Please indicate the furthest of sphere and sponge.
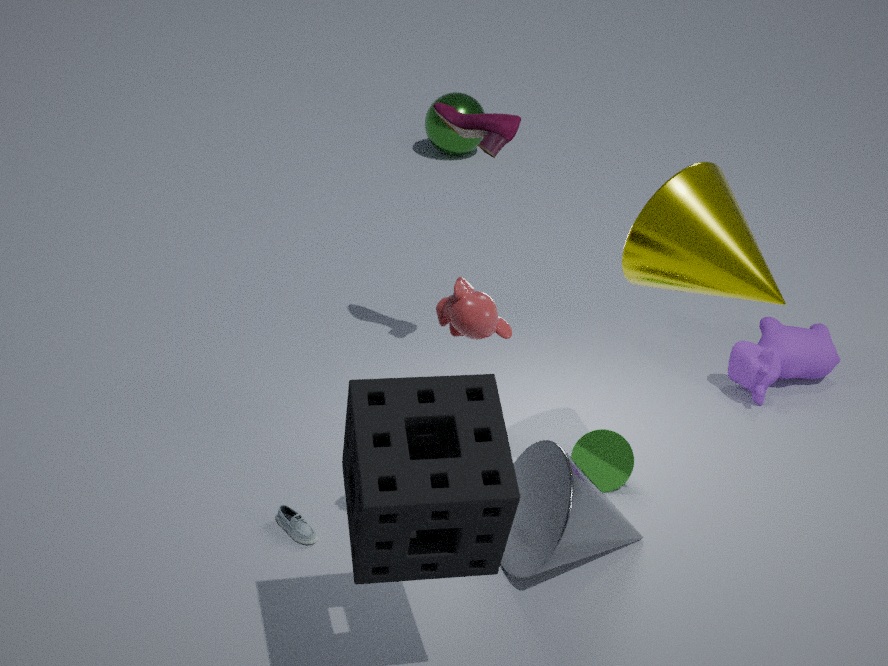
sphere
